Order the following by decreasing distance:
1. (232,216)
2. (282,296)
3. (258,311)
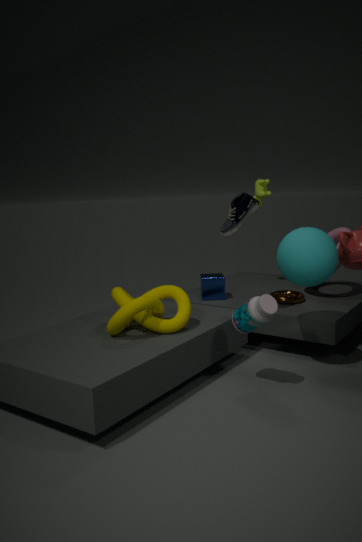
(282,296)
(232,216)
(258,311)
